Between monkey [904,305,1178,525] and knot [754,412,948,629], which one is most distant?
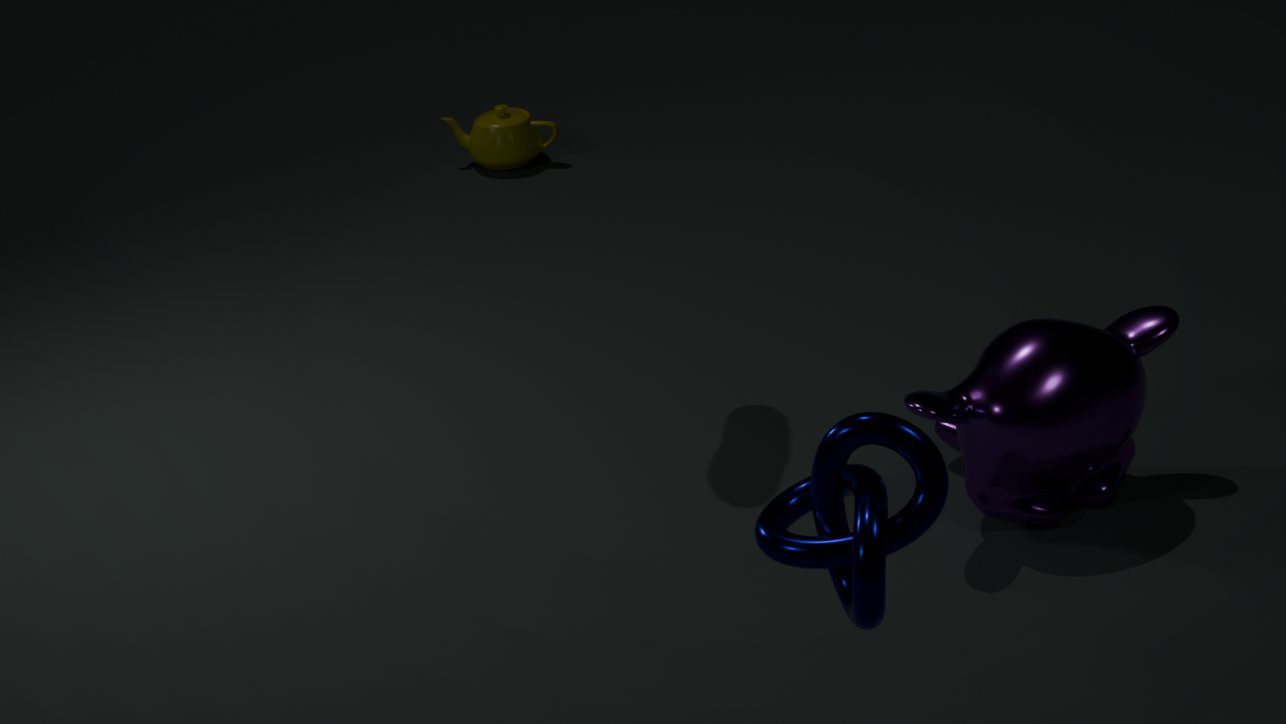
monkey [904,305,1178,525]
